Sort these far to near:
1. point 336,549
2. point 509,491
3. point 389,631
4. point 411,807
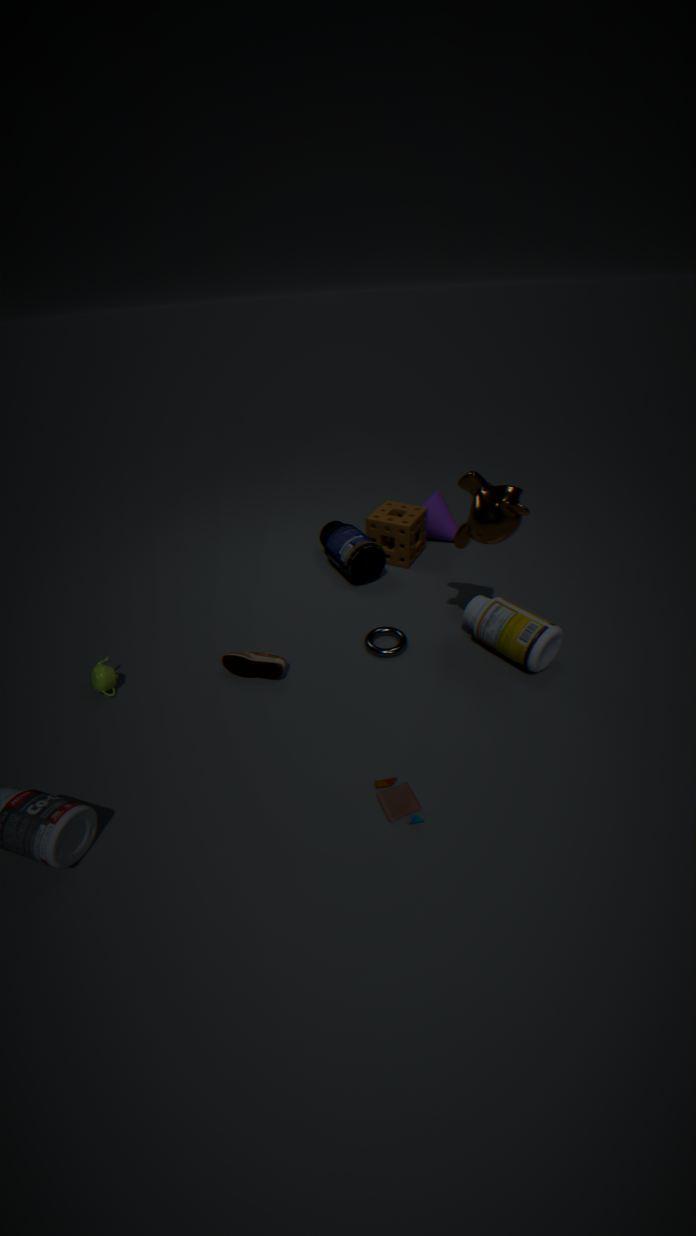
point 336,549, point 389,631, point 509,491, point 411,807
